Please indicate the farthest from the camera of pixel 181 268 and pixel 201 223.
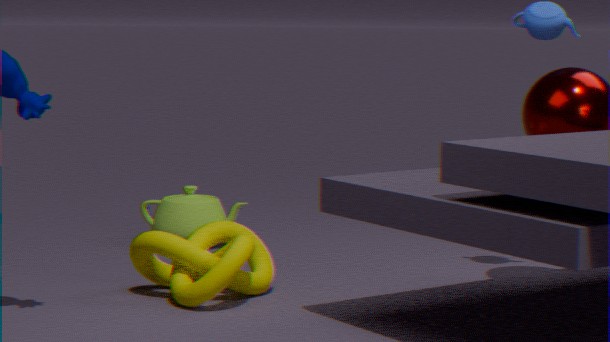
pixel 201 223
